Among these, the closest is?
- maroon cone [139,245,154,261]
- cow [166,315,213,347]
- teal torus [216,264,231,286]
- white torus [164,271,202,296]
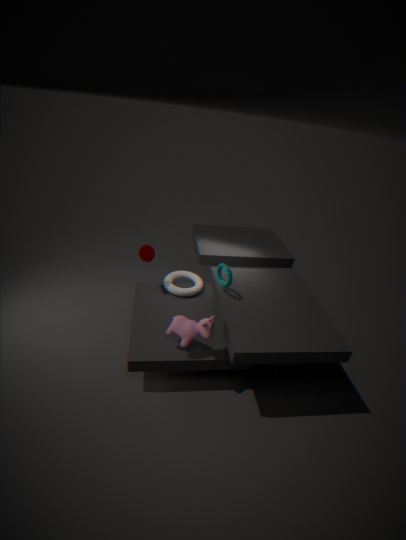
cow [166,315,213,347]
